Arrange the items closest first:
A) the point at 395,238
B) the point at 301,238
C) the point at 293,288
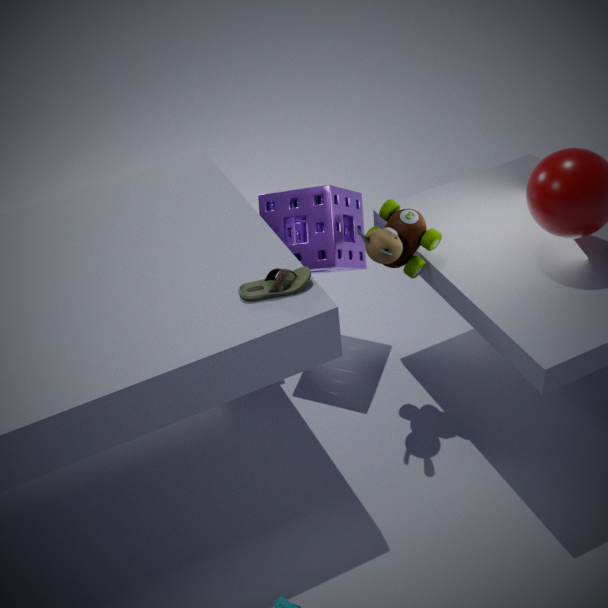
the point at 293,288 → the point at 395,238 → the point at 301,238
